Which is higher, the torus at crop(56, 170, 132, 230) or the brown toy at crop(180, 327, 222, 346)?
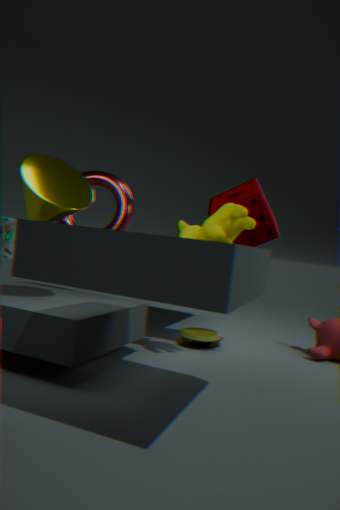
the torus at crop(56, 170, 132, 230)
